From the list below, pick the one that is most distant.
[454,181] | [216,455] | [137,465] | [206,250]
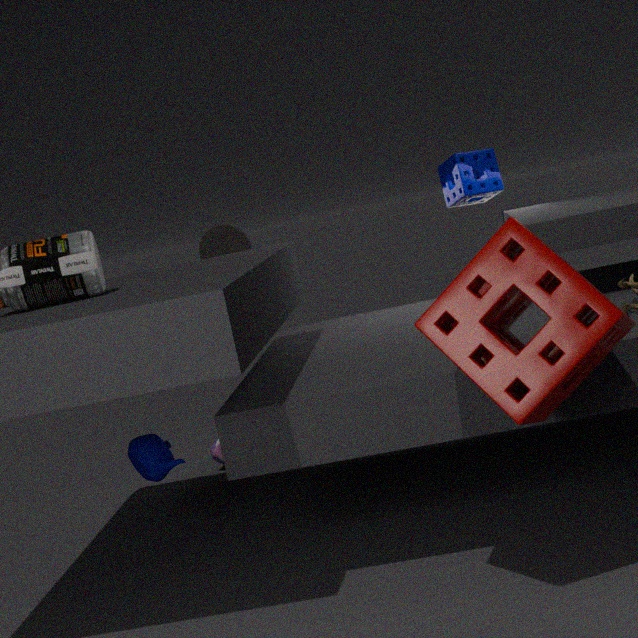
[216,455]
